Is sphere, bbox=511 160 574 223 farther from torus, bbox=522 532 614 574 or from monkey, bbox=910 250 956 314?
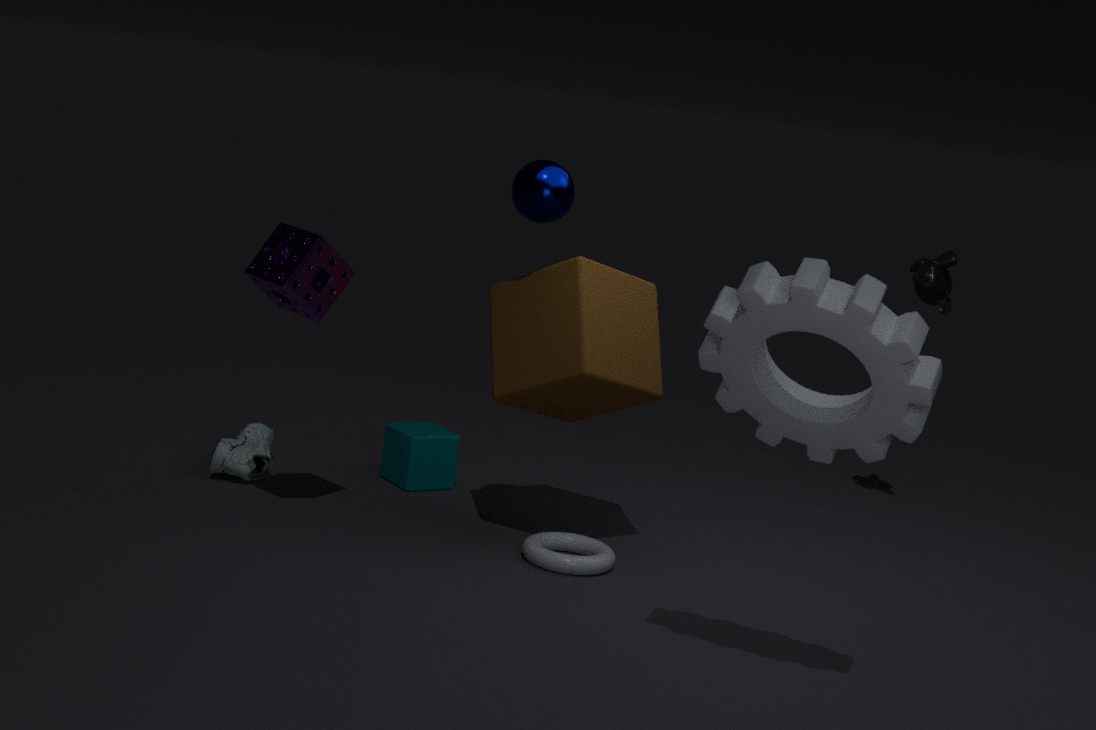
monkey, bbox=910 250 956 314
